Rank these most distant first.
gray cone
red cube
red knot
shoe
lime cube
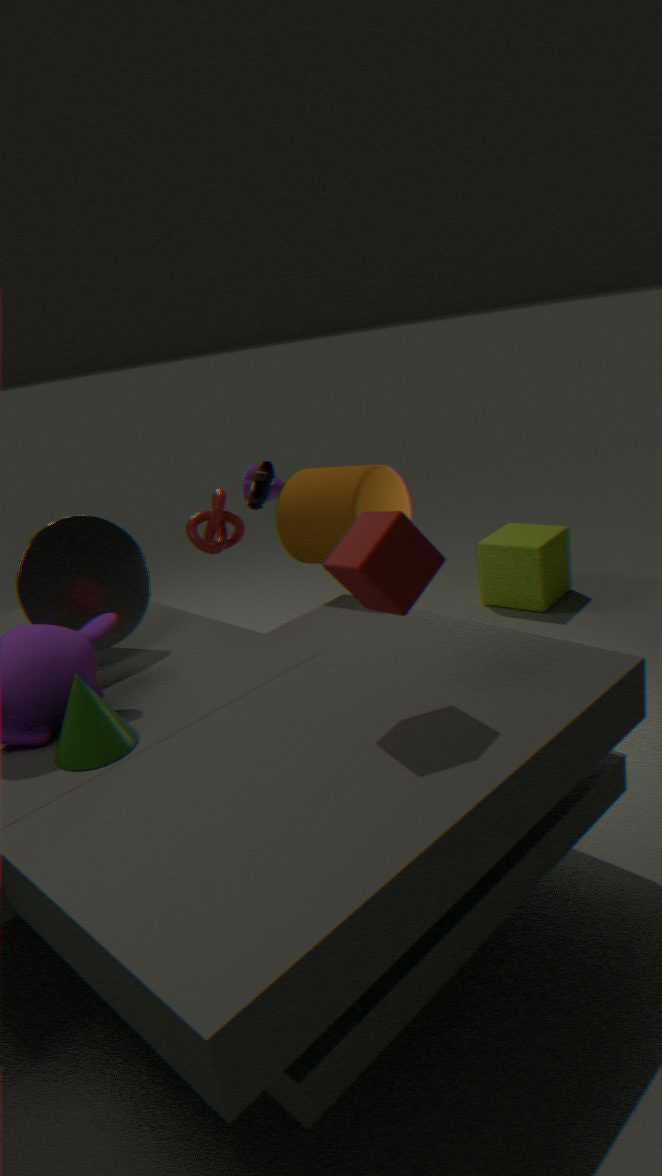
1. lime cube
2. shoe
3. red knot
4. gray cone
5. red cube
